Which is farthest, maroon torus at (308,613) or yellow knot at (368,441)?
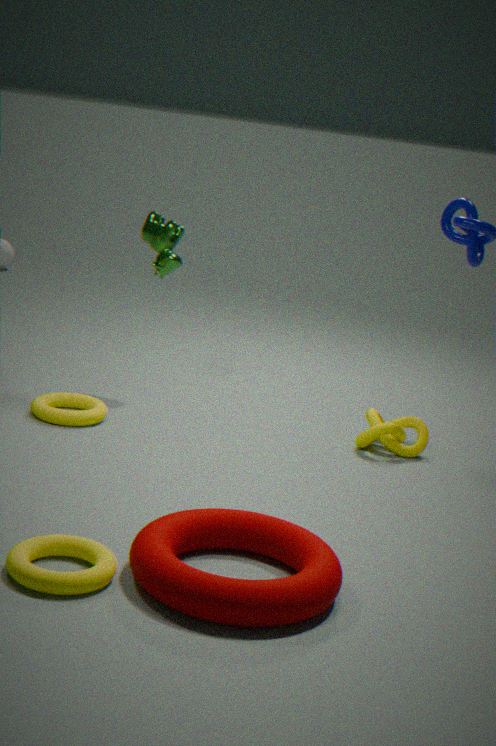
yellow knot at (368,441)
